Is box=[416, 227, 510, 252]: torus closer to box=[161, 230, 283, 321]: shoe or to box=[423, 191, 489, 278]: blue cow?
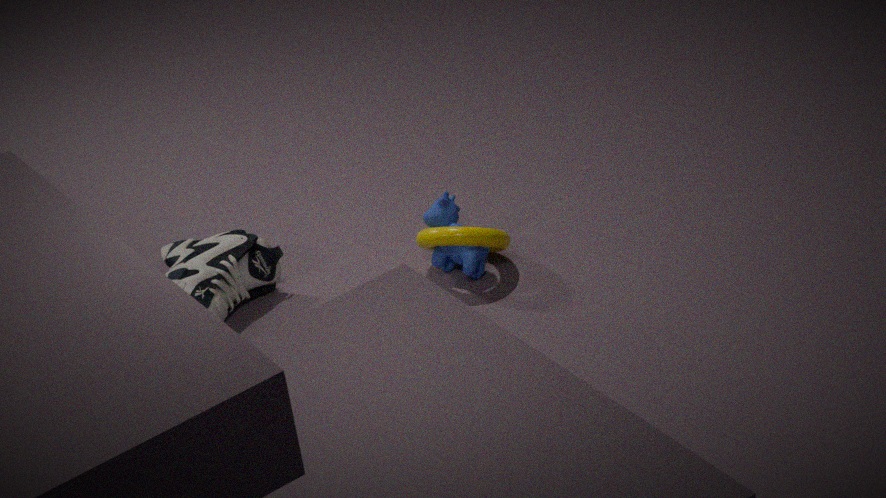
box=[423, 191, 489, 278]: blue cow
